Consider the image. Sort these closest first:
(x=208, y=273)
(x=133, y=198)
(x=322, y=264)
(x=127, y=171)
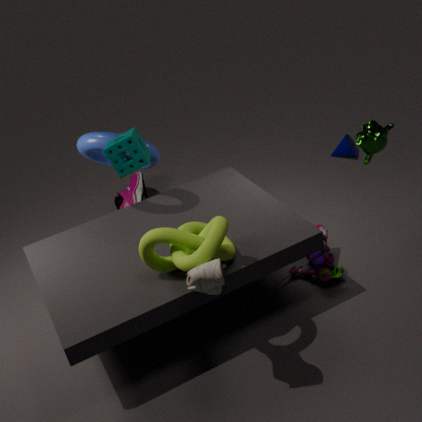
(x=208, y=273)
(x=127, y=171)
(x=322, y=264)
(x=133, y=198)
